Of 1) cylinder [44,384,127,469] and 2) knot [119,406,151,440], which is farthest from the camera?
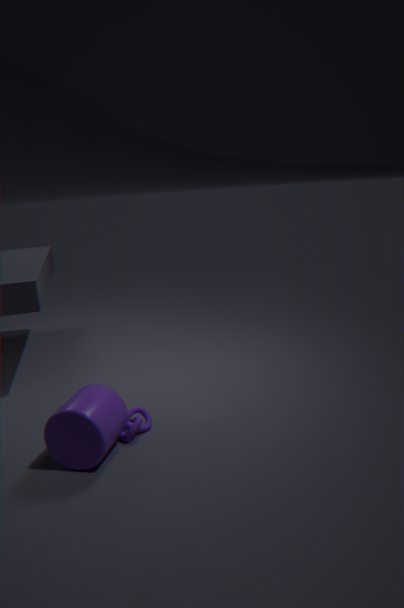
2. knot [119,406,151,440]
